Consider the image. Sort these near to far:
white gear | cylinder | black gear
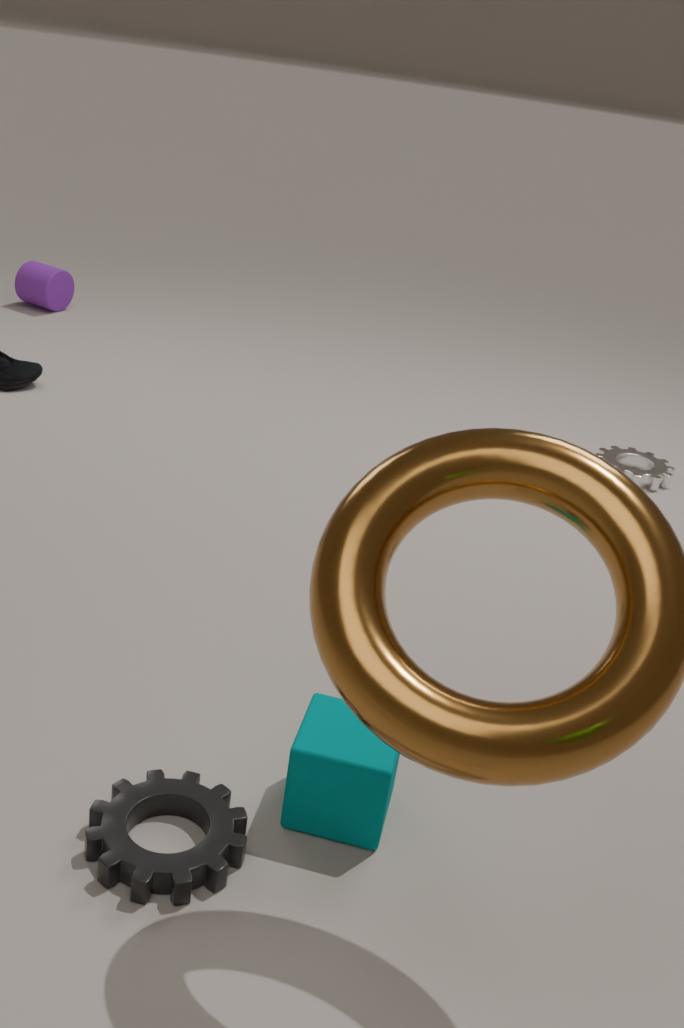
black gear, white gear, cylinder
